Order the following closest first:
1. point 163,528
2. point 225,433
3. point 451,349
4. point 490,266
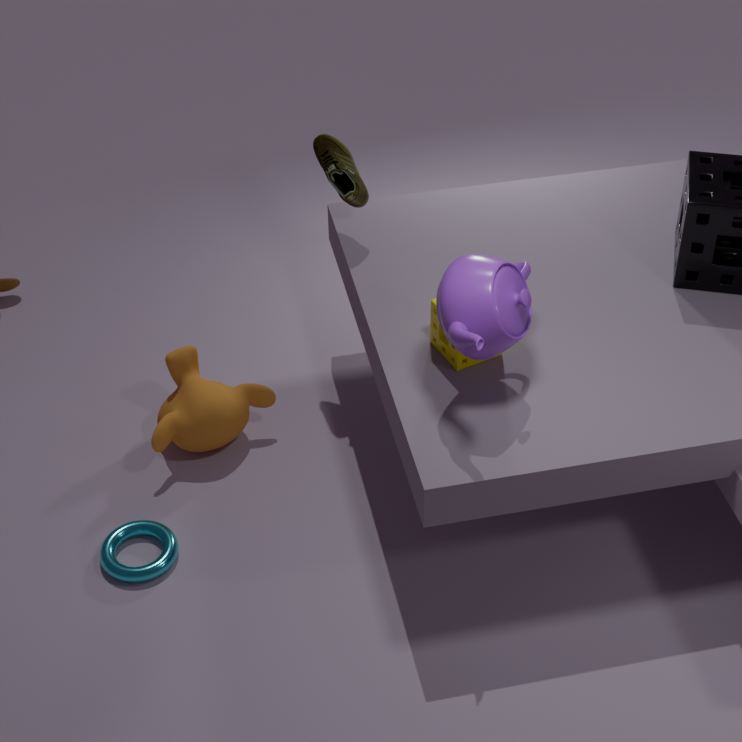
1. point 490,266
2. point 451,349
3. point 163,528
4. point 225,433
